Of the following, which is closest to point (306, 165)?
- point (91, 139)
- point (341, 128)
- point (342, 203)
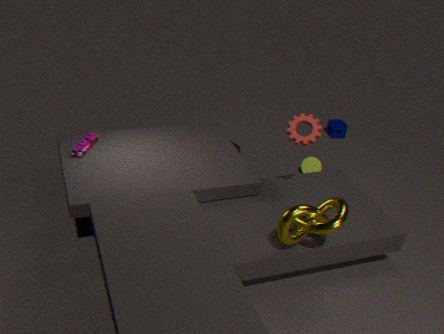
point (341, 128)
